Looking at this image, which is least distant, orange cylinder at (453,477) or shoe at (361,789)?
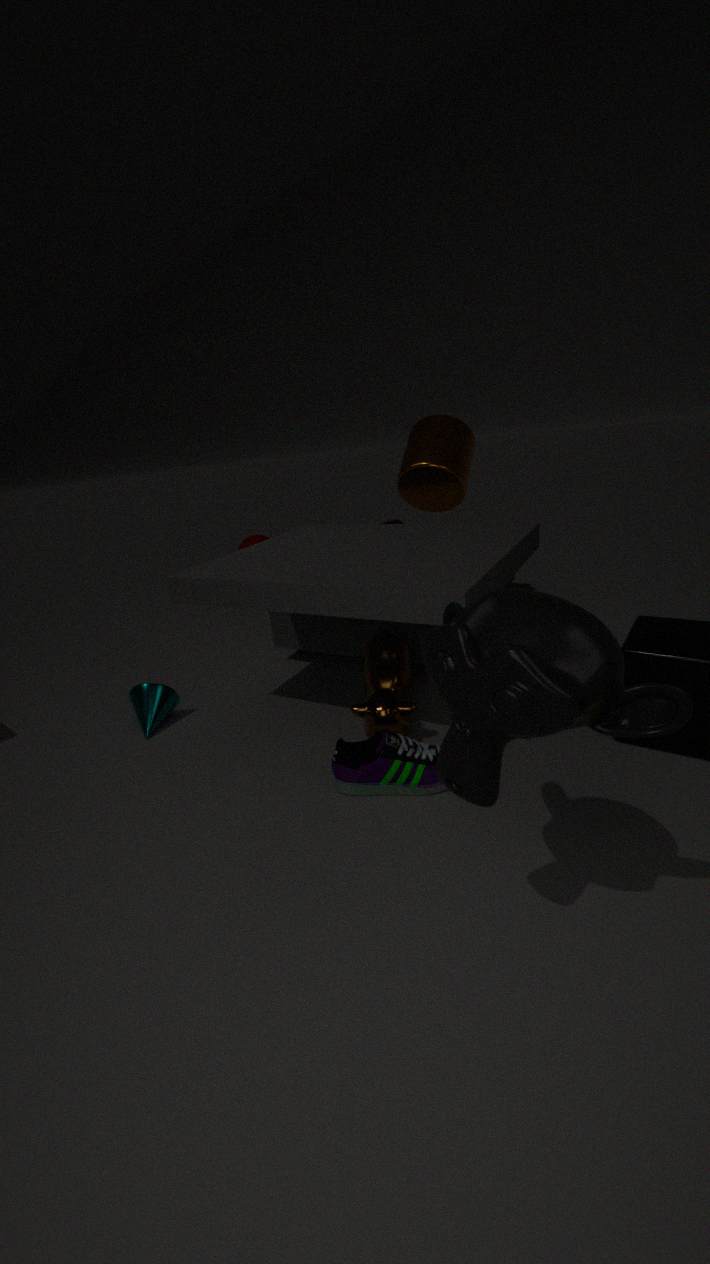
shoe at (361,789)
